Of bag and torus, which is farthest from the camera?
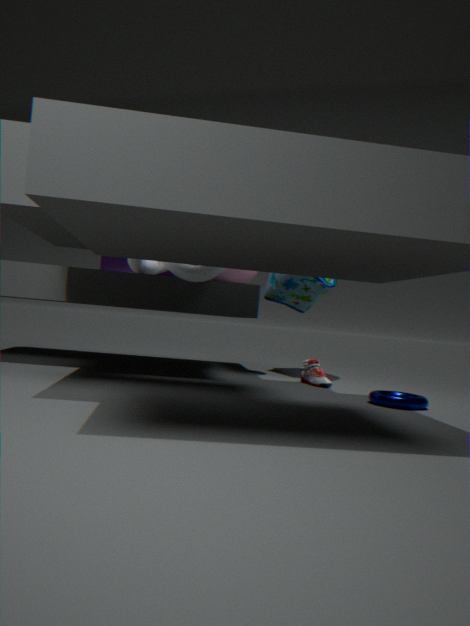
bag
